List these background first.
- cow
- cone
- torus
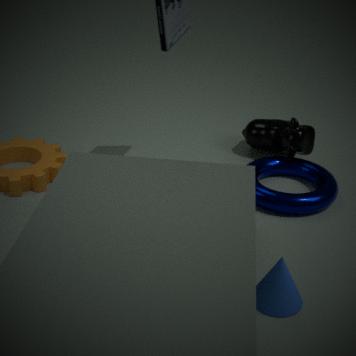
cow, torus, cone
